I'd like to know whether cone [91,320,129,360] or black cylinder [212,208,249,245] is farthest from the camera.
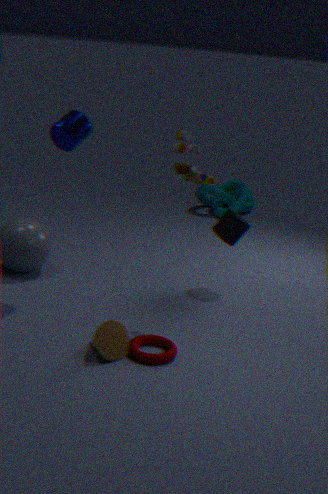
black cylinder [212,208,249,245]
